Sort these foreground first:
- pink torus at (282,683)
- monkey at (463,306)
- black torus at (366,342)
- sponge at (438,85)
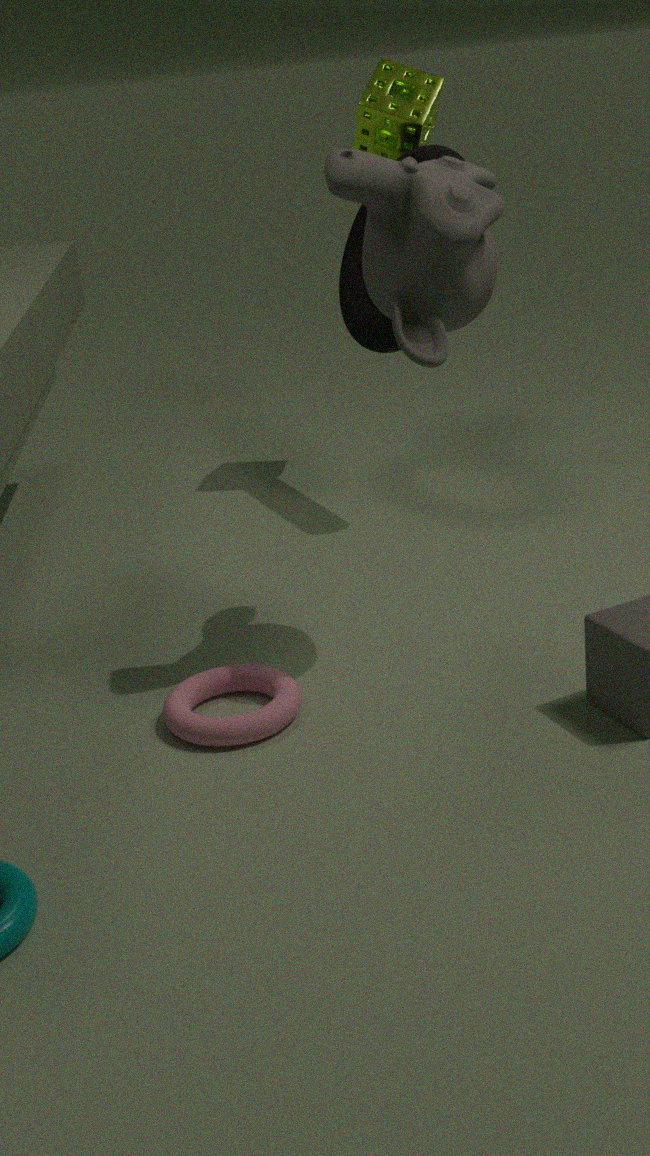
monkey at (463,306) → pink torus at (282,683) → black torus at (366,342) → sponge at (438,85)
